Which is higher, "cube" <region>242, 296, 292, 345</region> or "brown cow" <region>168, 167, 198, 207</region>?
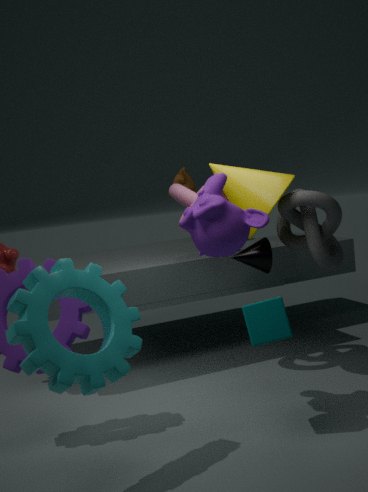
"brown cow" <region>168, 167, 198, 207</region>
